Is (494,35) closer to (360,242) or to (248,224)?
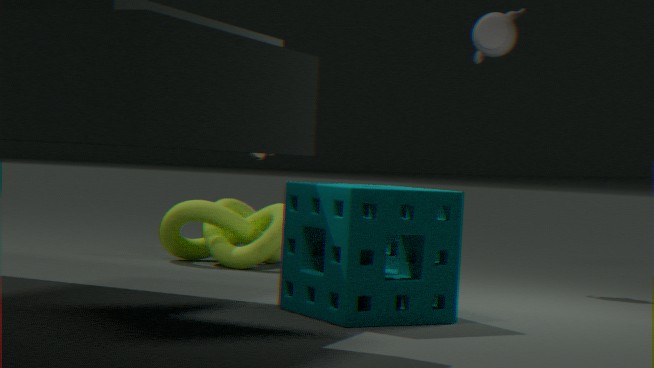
(248,224)
